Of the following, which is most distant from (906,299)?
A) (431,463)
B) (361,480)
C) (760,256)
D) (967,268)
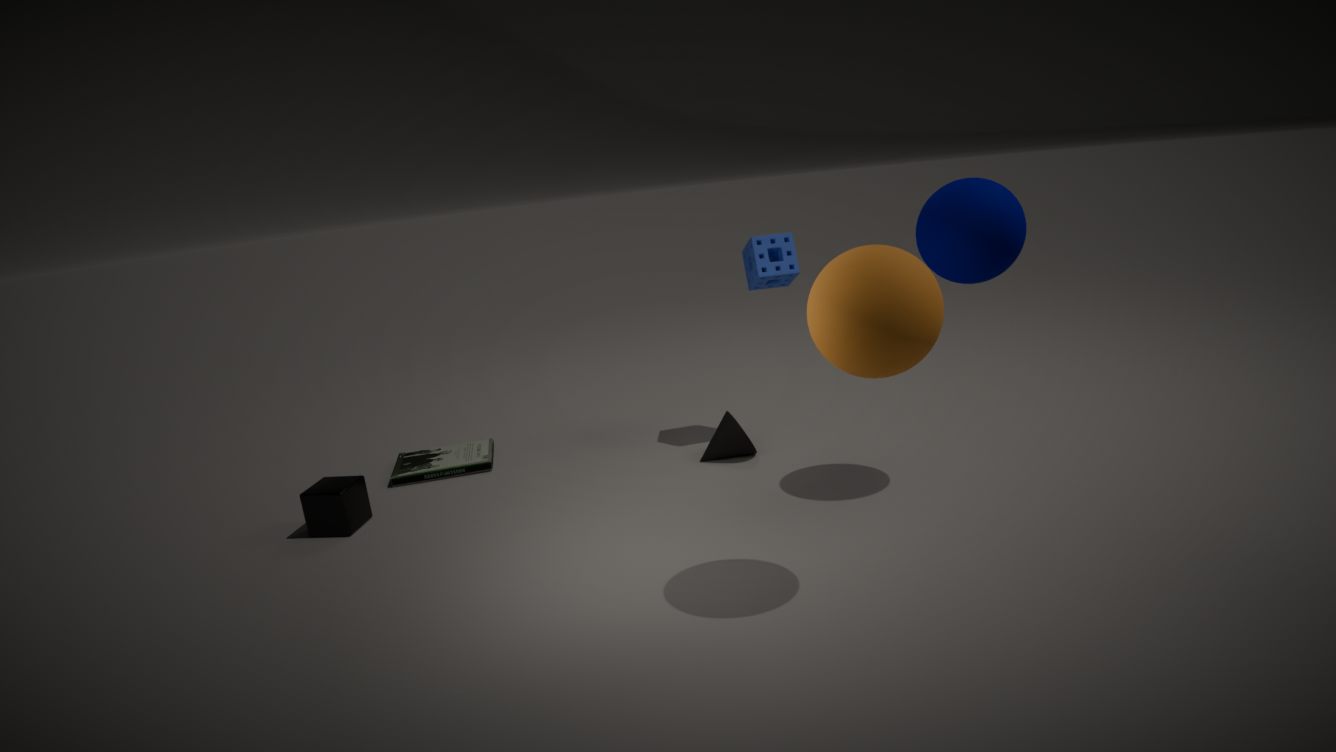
(431,463)
